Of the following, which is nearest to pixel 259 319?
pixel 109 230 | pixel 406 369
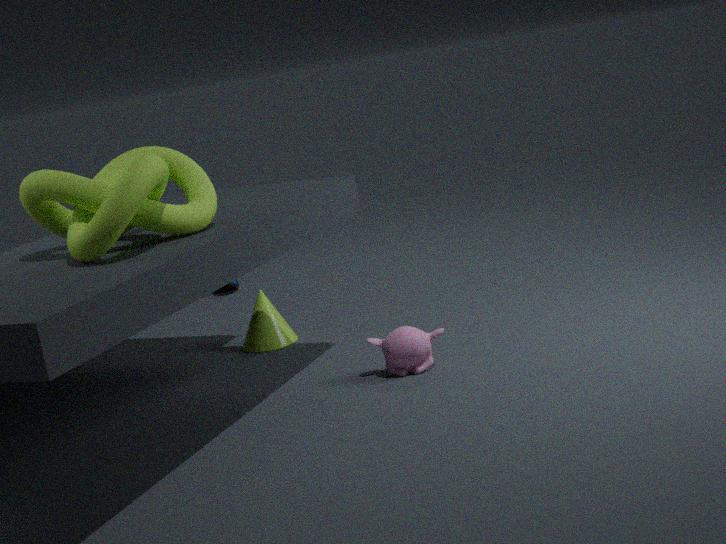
pixel 406 369
